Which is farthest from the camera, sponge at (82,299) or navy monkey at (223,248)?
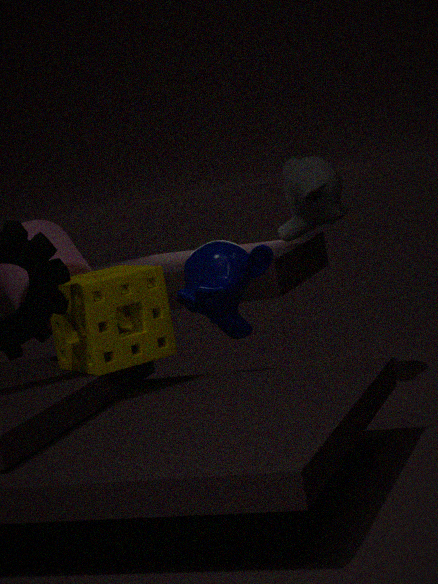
navy monkey at (223,248)
